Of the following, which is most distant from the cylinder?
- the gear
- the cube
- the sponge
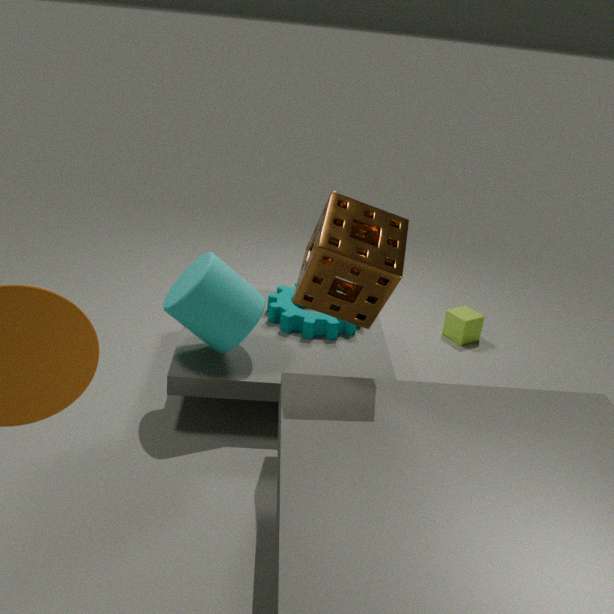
the cube
